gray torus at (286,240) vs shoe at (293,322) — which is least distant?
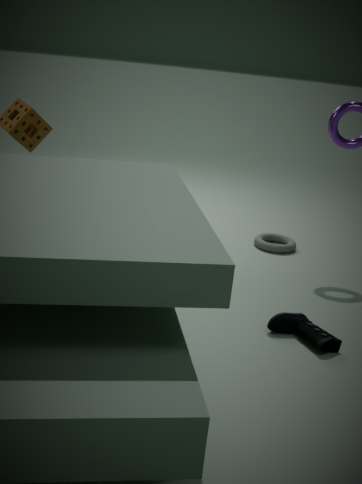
shoe at (293,322)
